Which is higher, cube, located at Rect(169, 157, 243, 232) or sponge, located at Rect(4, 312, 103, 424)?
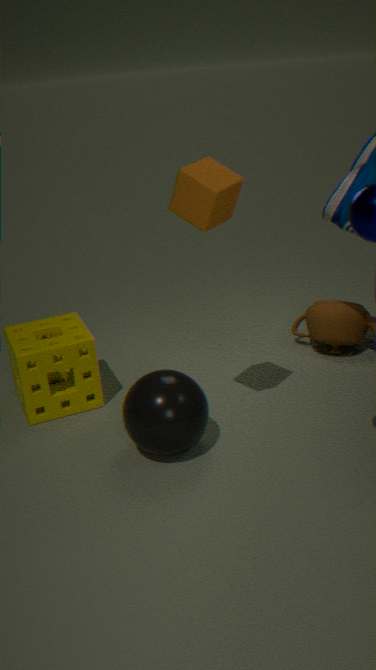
cube, located at Rect(169, 157, 243, 232)
